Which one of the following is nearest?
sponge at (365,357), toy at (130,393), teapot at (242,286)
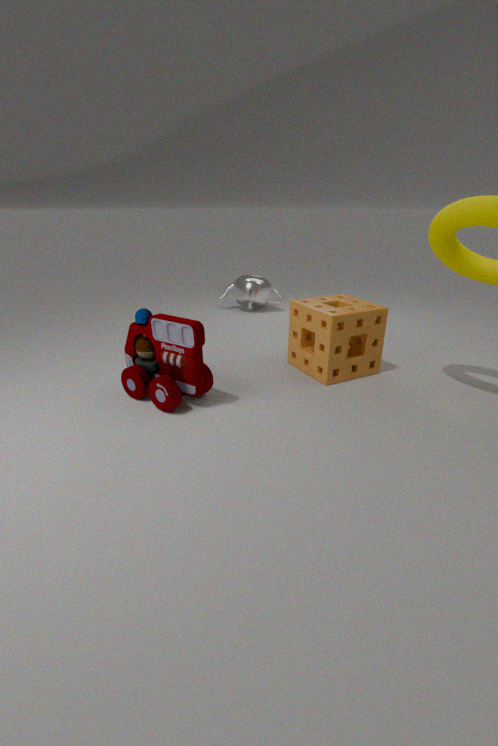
toy at (130,393)
